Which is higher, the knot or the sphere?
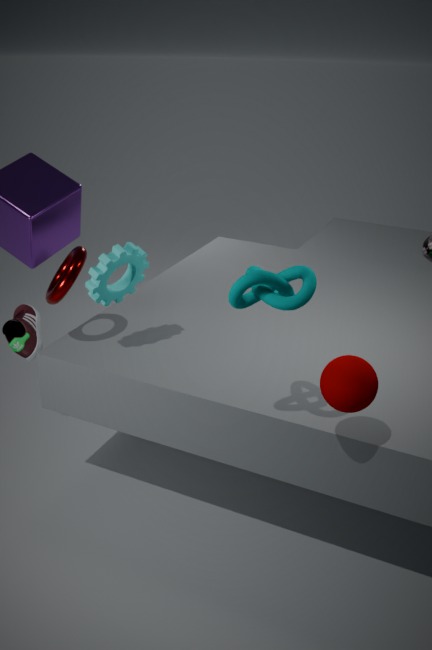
the knot
